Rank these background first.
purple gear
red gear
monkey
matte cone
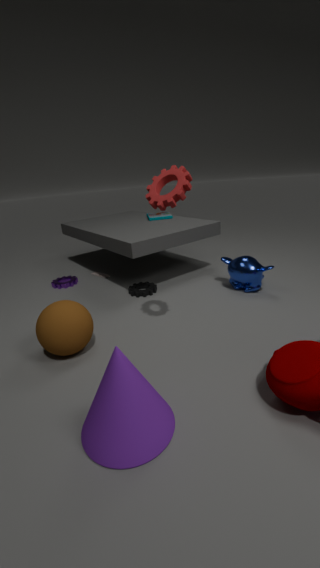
1. purple gear
2. monkey
3. red gear
4. matte cone
